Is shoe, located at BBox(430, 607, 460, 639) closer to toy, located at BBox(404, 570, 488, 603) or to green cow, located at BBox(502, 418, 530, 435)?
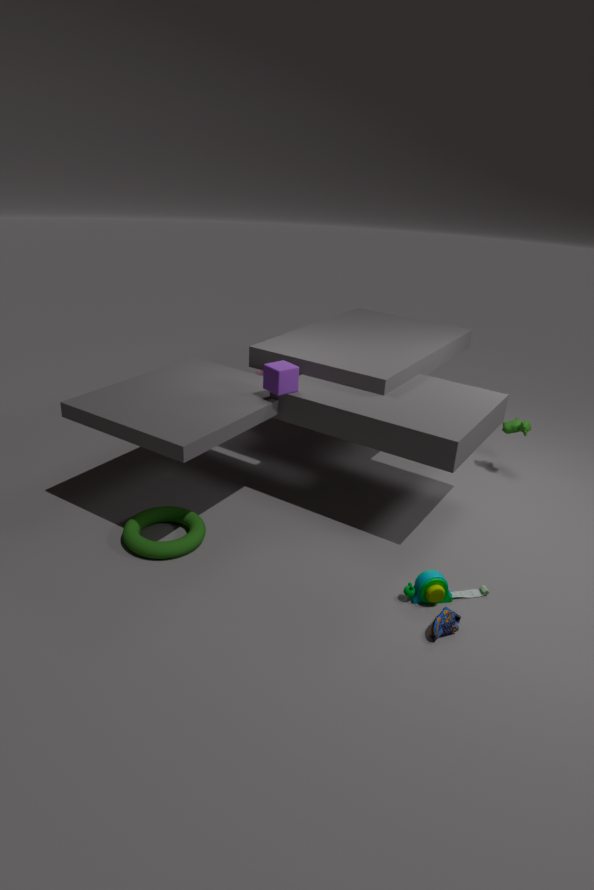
toy, located at BBox(404, 570, 488, 603)
